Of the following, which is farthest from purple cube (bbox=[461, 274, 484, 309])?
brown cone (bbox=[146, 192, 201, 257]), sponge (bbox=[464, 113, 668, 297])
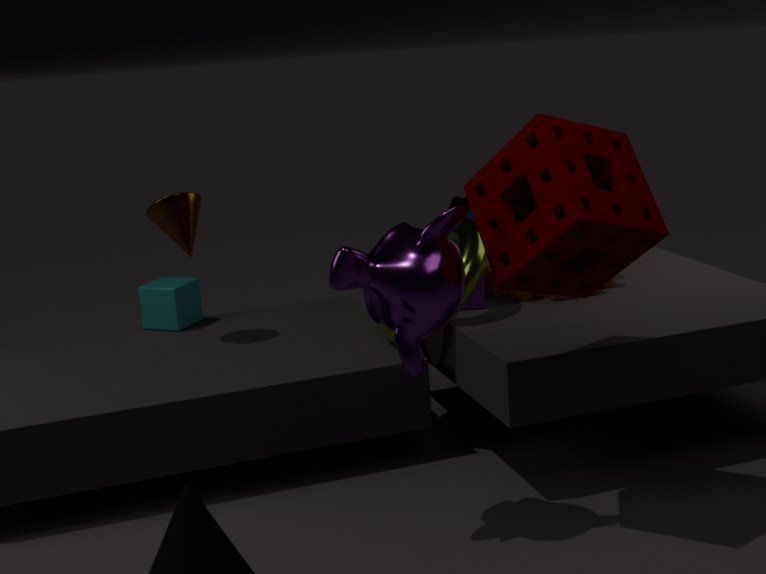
brown cone (bbox=[146, 192, 201, 257])
